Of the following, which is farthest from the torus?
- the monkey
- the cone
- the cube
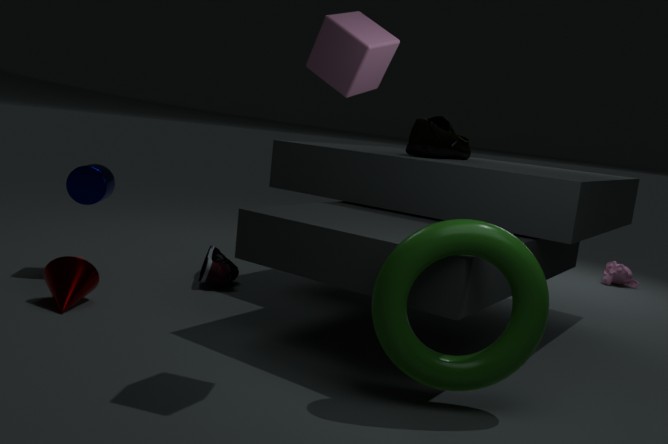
the monkey
